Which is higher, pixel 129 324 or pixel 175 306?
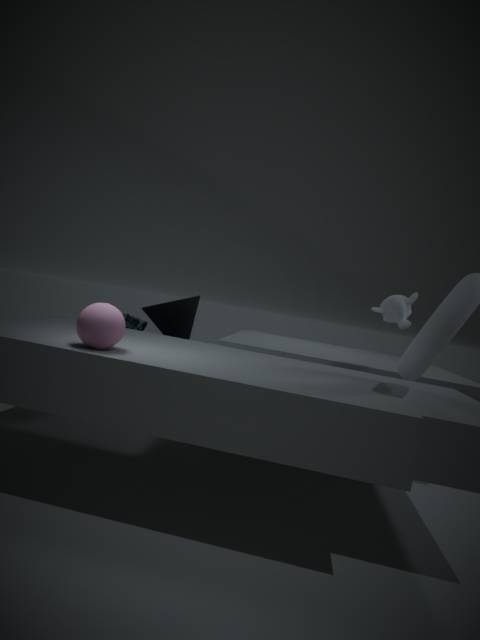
pixel 175 306
